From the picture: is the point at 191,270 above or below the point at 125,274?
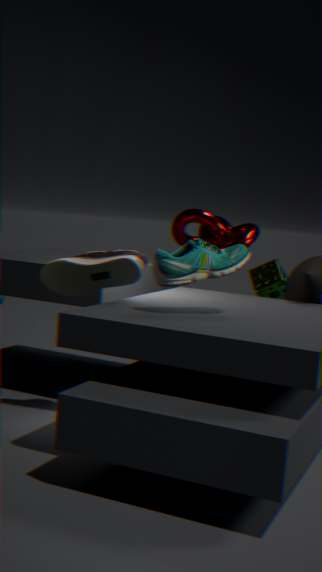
above
